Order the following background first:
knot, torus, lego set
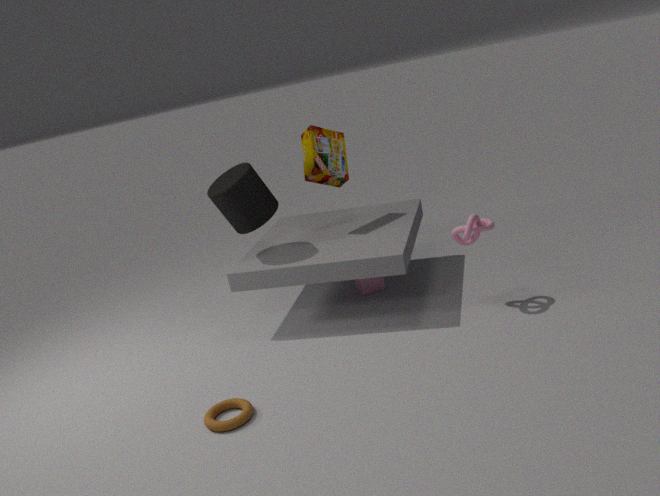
lego set
knot
torus
